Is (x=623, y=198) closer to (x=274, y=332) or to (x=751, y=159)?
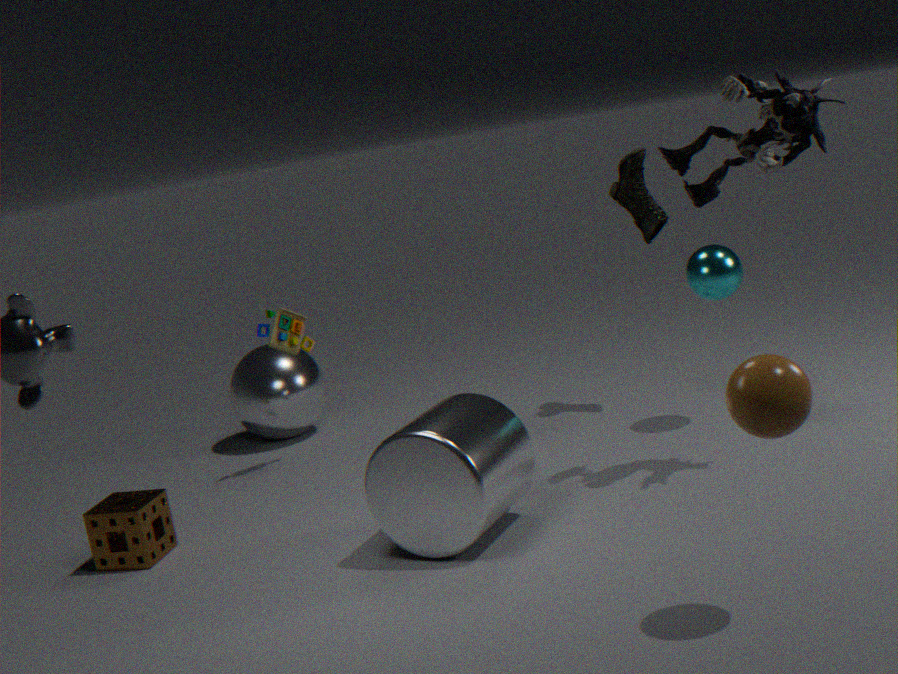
(x=751, y=159)
